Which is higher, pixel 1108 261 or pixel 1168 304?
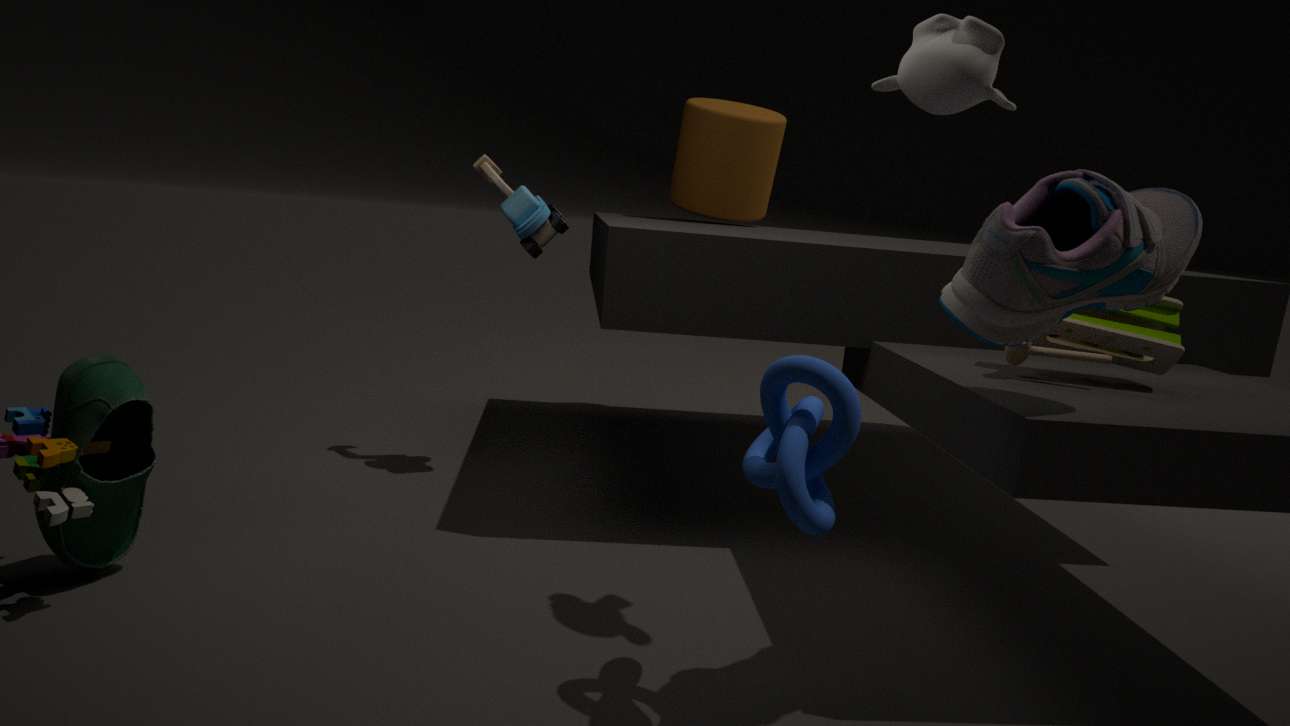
pixel 1108 261
